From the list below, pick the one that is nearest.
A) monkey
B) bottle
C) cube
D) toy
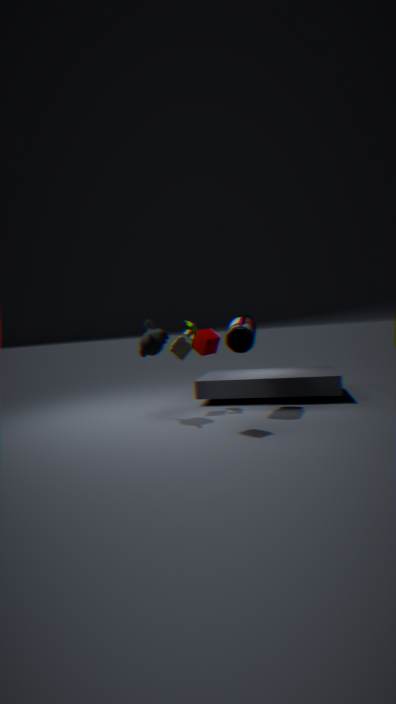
cube
